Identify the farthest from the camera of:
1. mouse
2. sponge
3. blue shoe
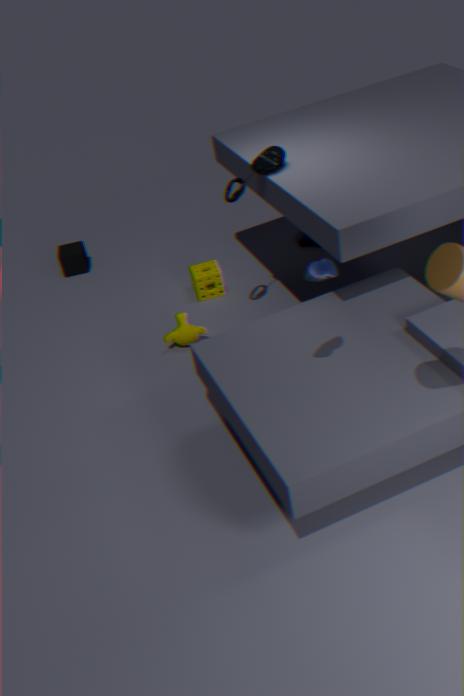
sponge
